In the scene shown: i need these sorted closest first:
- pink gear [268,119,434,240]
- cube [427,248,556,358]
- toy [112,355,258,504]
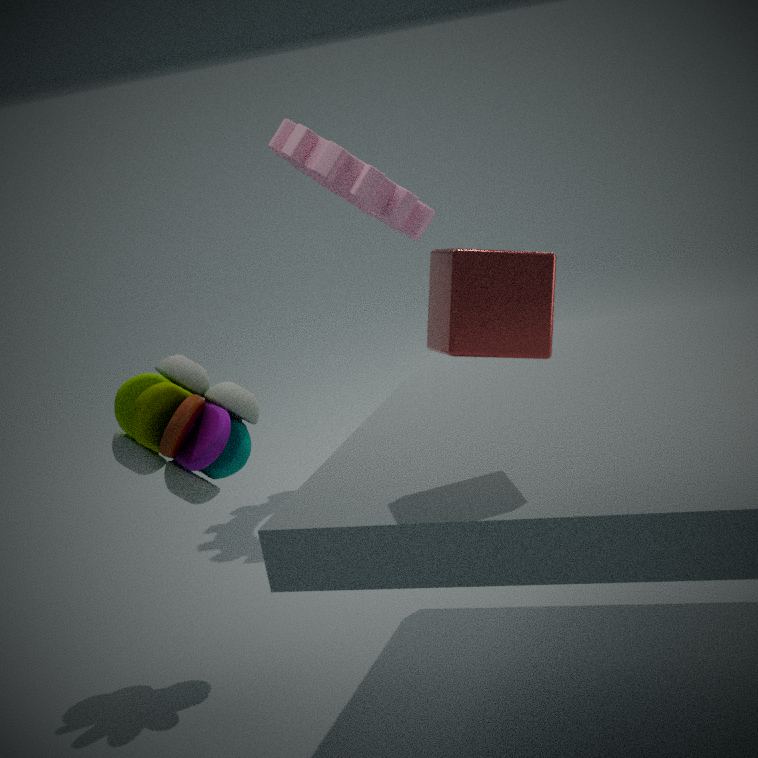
1. cube [427,248,556,358]
2. toy [112,355,258,504]
3. pink gear [268,119,434,240]
